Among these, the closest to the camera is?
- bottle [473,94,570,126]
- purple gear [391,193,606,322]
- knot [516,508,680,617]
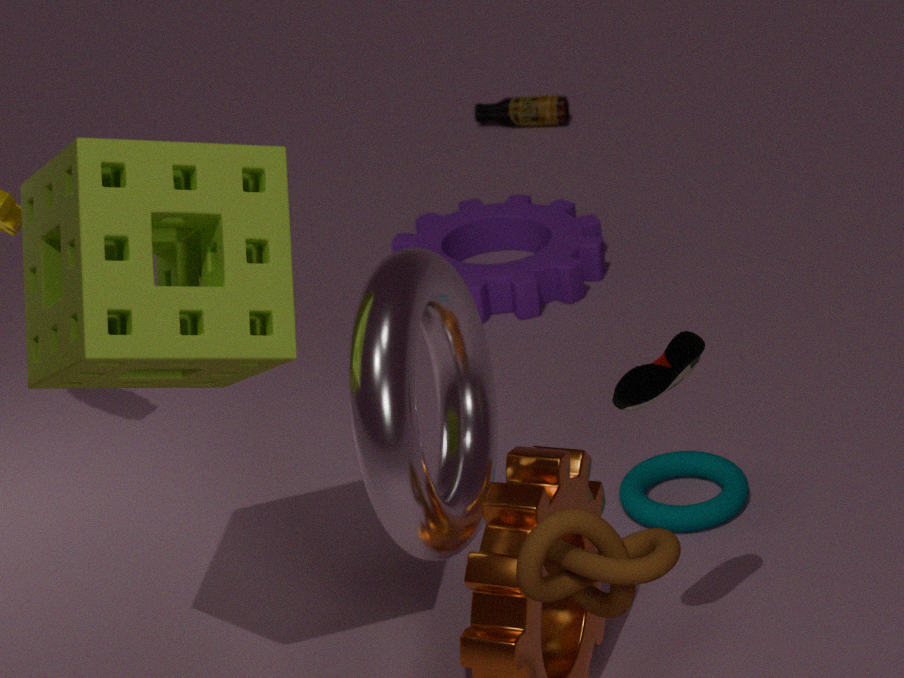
knot [516,508,680,617]
